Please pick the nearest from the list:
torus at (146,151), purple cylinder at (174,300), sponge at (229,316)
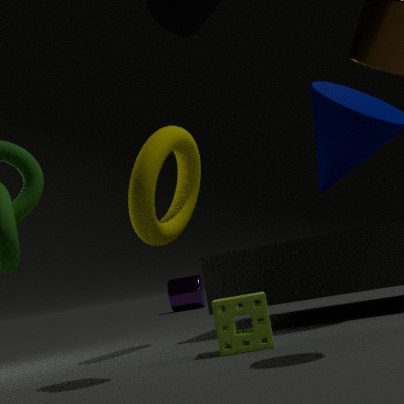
sponge at (229,316)
